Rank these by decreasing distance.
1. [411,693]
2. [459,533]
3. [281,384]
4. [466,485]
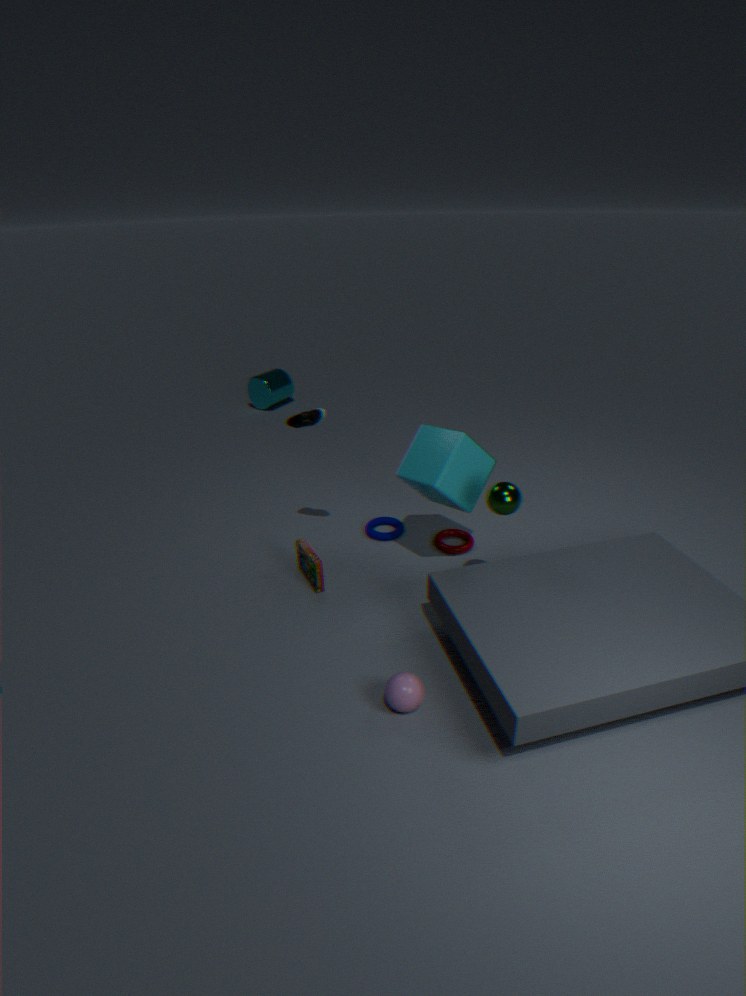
[281,384] < [459,533] < [466,485] < [411,693]
